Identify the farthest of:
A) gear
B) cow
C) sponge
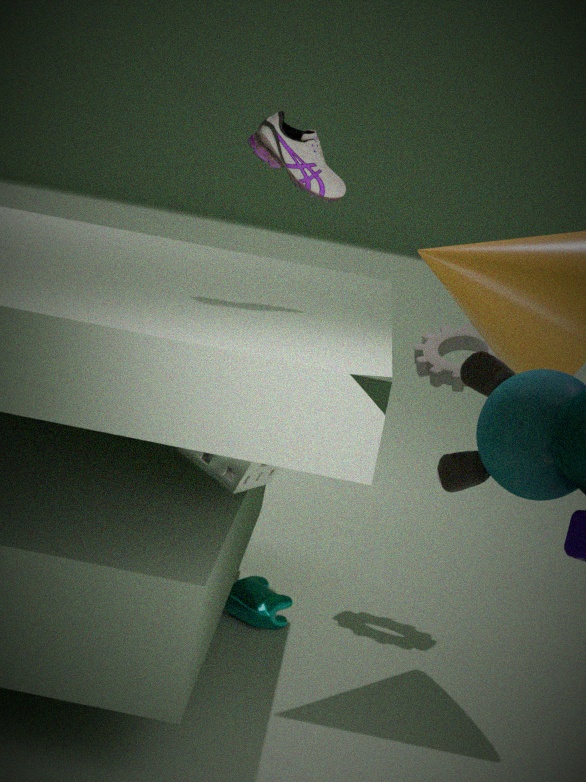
A. gear
